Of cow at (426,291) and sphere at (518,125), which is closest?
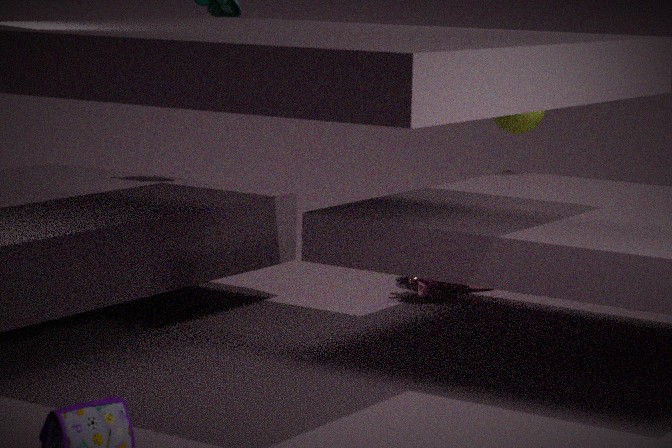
sphere at (518,125)
